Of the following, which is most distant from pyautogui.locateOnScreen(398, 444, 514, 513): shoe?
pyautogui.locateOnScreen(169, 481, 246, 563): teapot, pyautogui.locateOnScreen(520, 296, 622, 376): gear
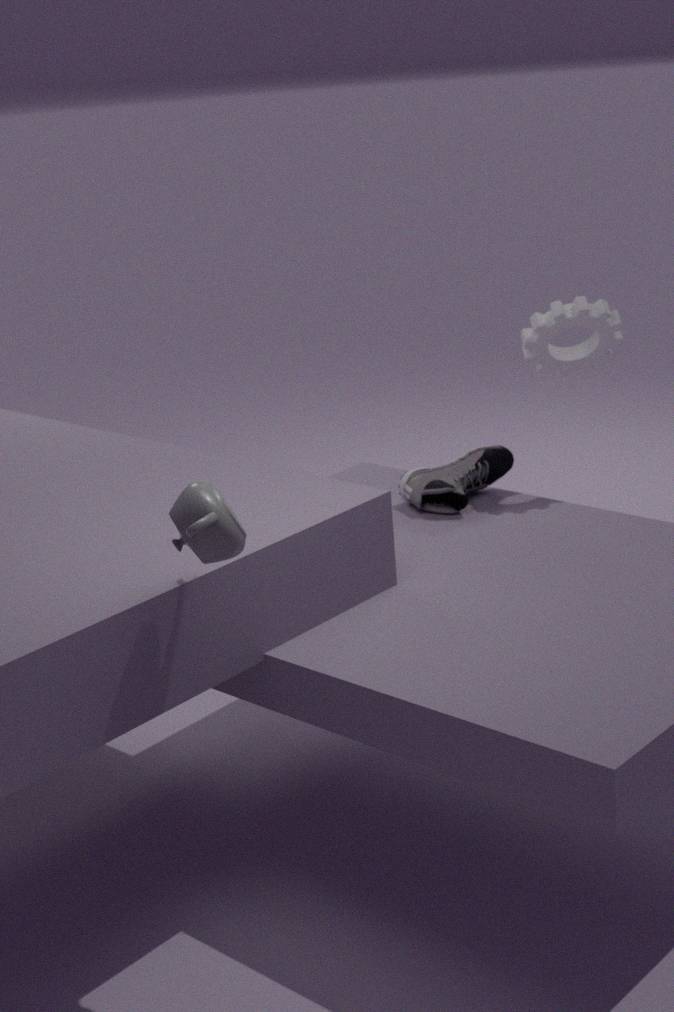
pyautogui.locateOnScreen(169, 481, 246, 563): teapot
